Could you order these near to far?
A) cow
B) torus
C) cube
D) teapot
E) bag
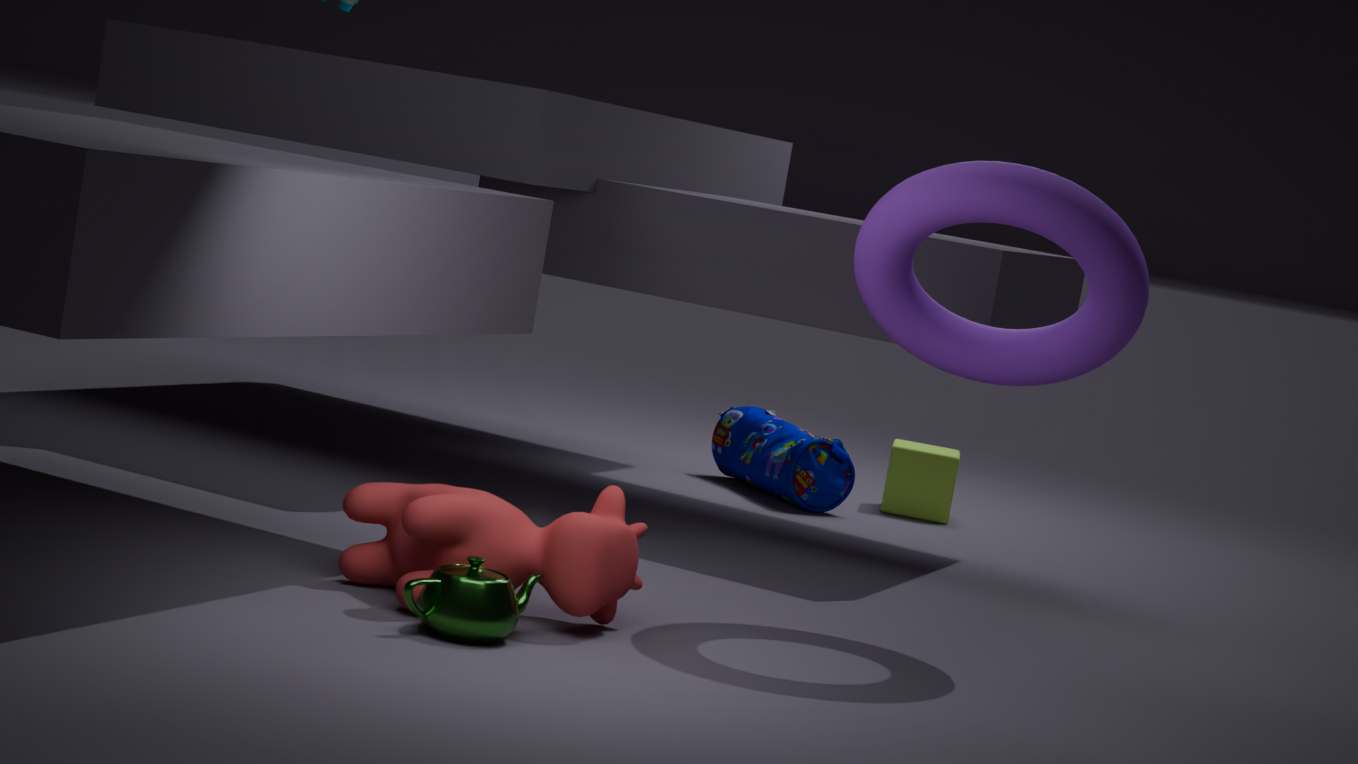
teapot, cow, torus, bag, cube
